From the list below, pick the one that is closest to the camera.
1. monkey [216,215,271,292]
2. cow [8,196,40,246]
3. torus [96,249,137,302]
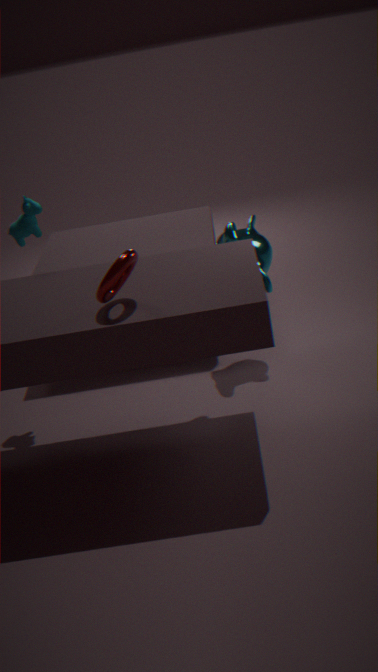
torus [96,249,137,302]
